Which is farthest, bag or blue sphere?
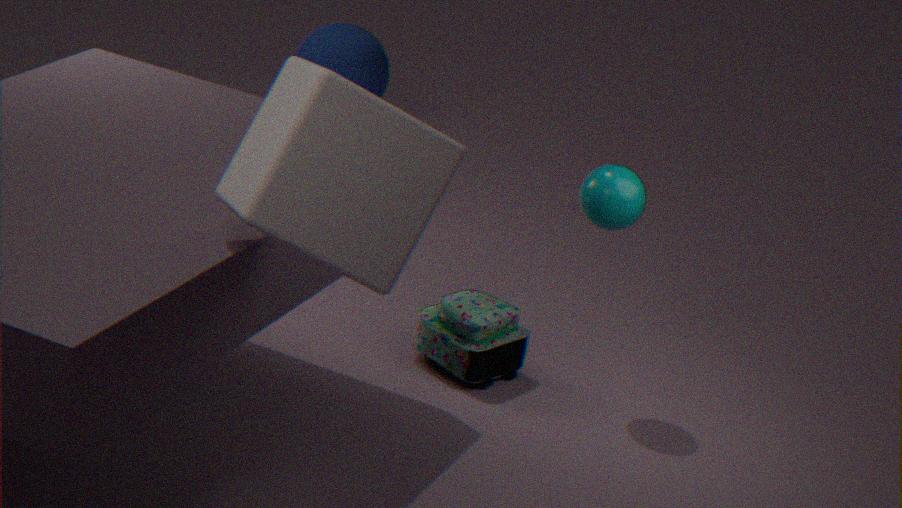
blue sphere
